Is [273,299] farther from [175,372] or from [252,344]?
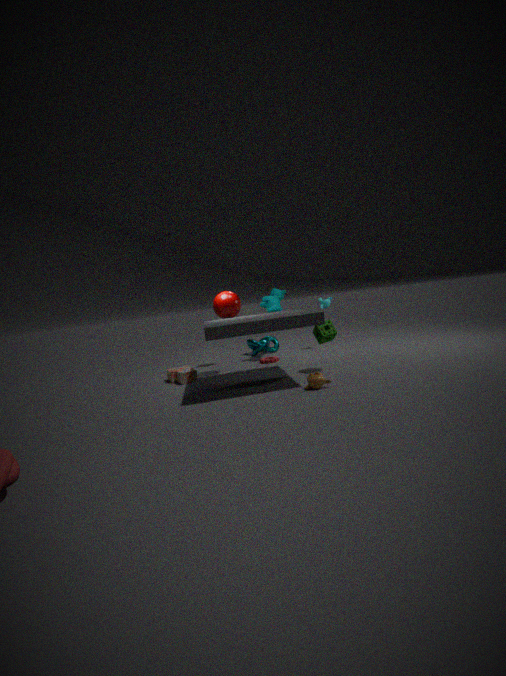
[175,372]
